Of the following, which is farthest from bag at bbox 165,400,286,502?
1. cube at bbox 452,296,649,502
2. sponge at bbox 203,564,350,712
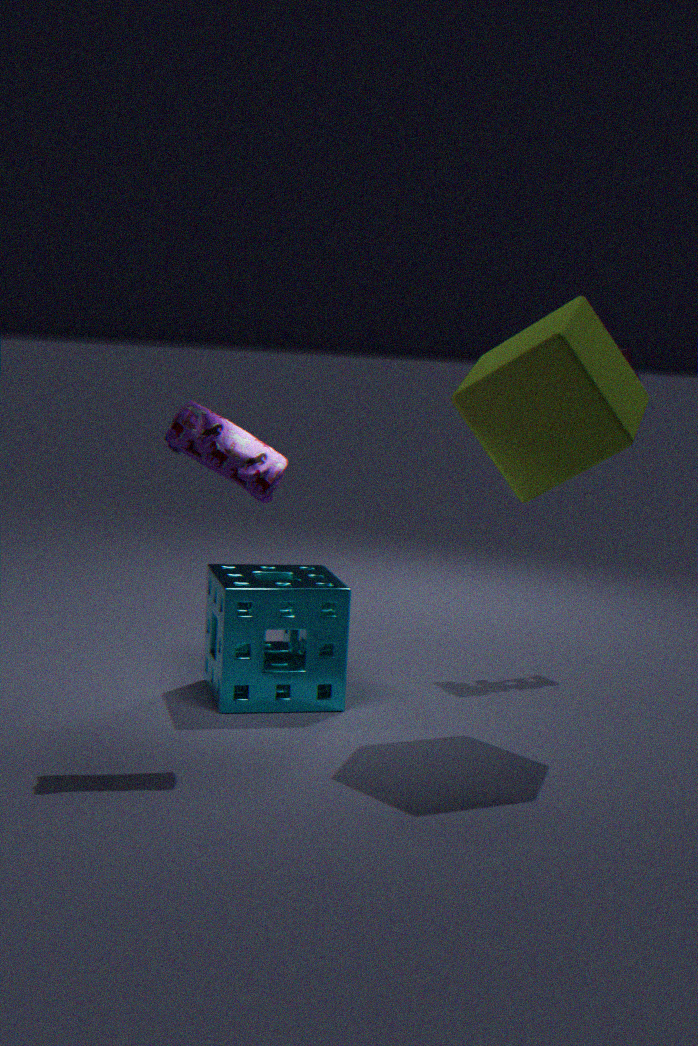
cube at bbox 452,296,649,502
